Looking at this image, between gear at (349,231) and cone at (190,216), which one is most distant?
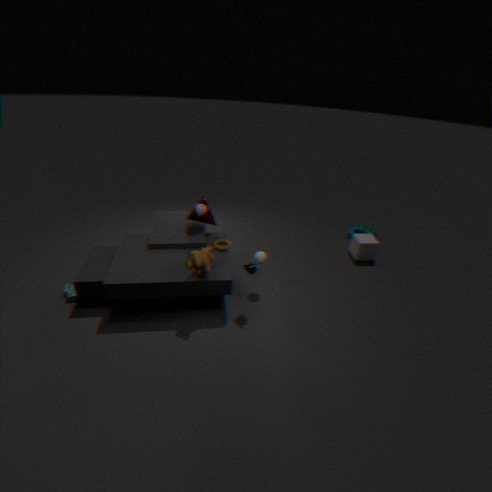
gear at (349,231)
